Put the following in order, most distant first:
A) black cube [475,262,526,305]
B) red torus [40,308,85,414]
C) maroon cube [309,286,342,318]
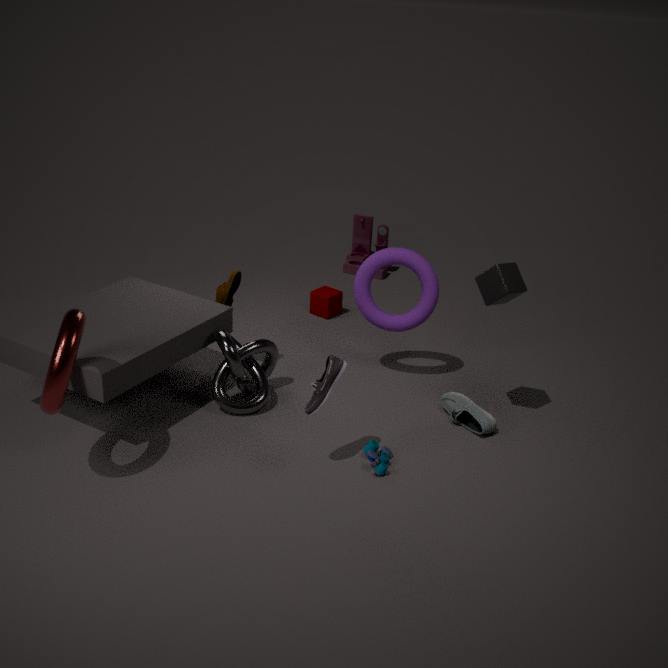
maroon cube [309,286,342,318], black cube [475,262,526,305], red torus [40,308,85,414]
